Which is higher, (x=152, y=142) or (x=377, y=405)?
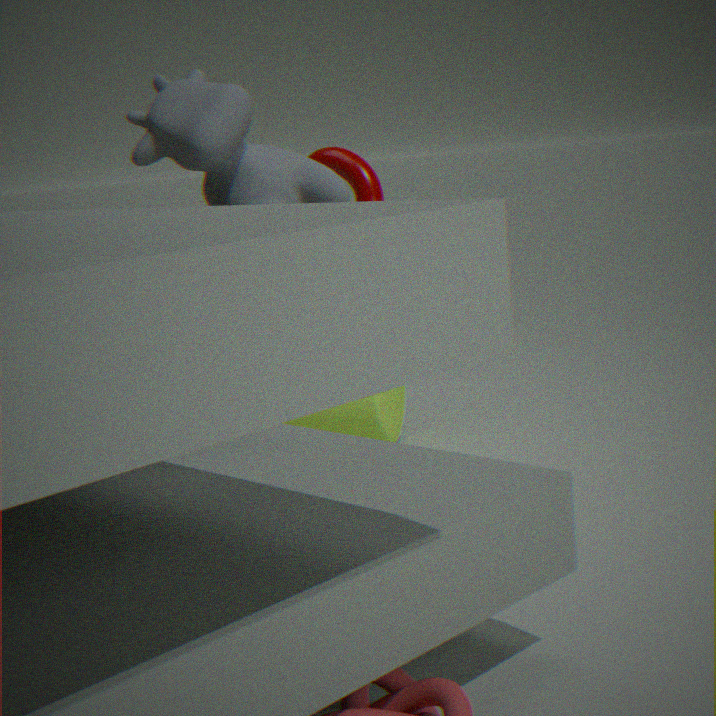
(x=152, y=142)
